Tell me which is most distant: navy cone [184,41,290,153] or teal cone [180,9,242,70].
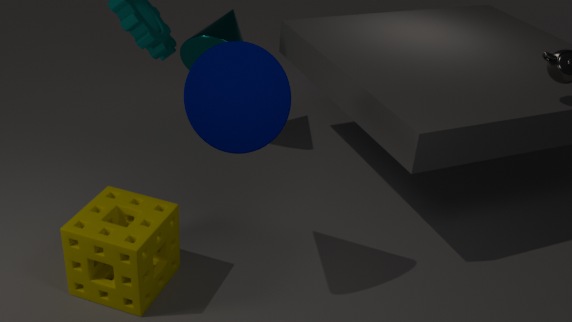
teal cone [180,9,242,70]
